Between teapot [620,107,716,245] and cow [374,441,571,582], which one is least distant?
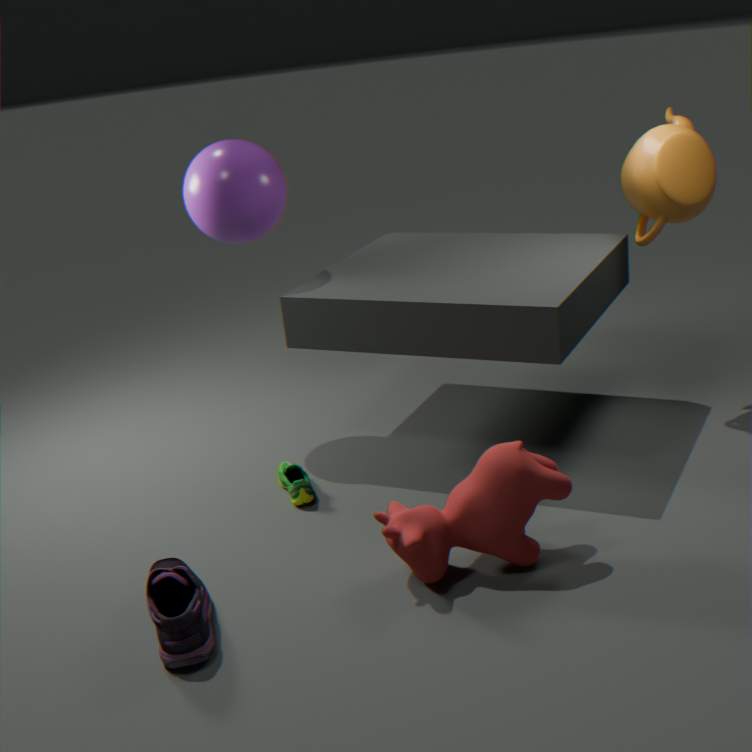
cow [374,441,571,582]
